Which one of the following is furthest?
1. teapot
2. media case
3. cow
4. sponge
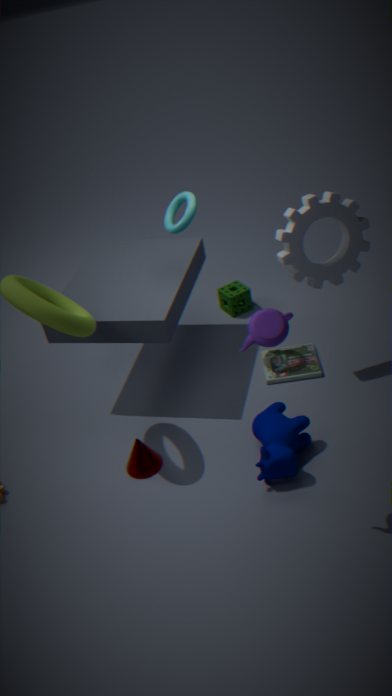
sponge
